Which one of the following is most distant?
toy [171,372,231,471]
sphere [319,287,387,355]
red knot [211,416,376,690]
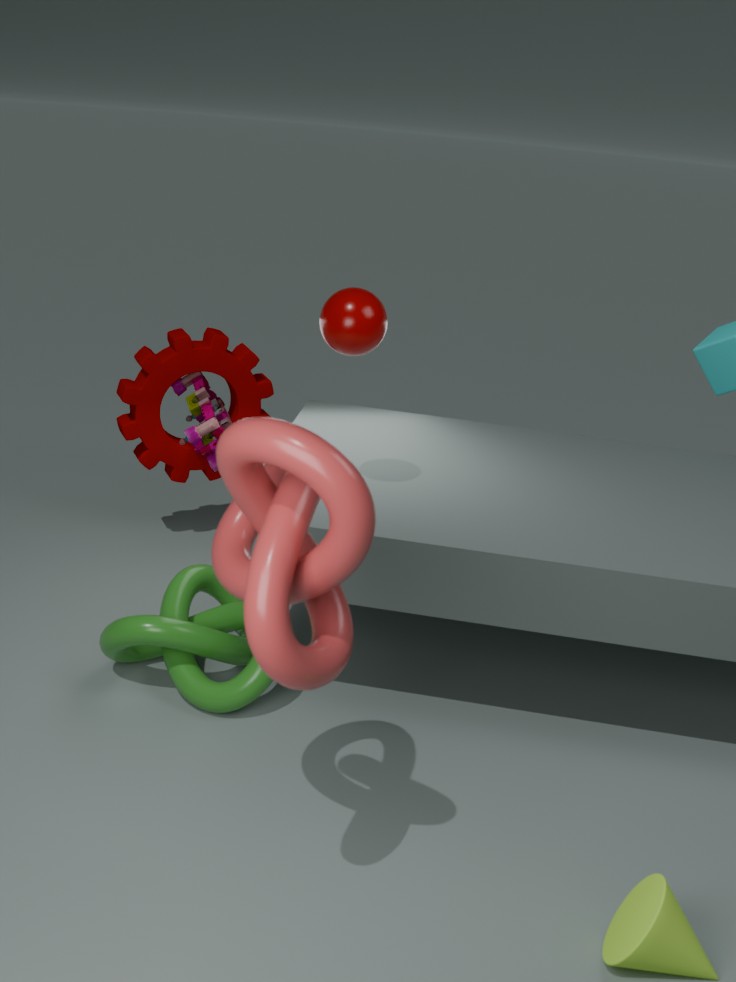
toy [171,372,231,471]
